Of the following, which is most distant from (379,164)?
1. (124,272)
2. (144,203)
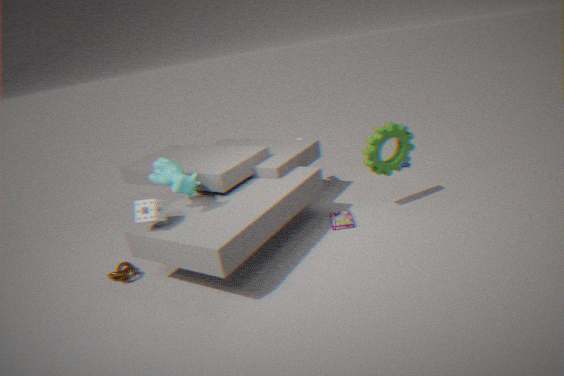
(124,272)
